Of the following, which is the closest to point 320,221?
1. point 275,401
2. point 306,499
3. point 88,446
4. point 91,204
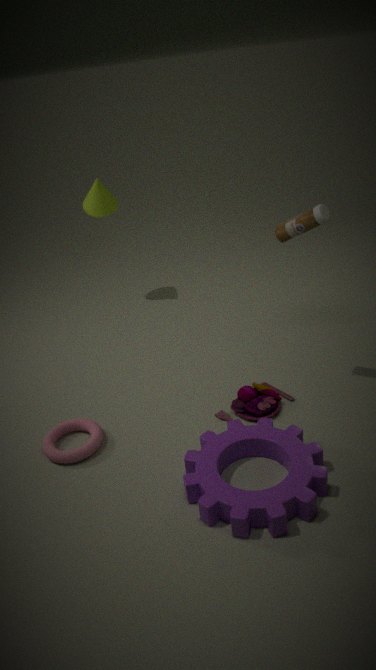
point 275,401
